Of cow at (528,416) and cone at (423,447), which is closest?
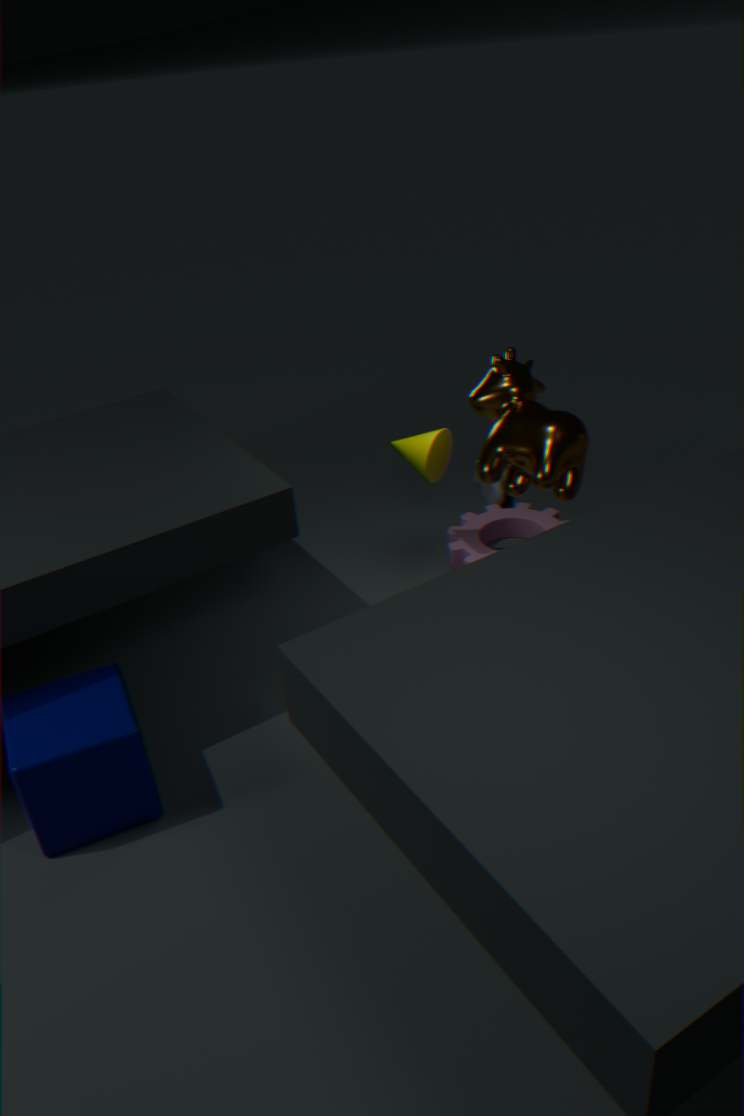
cow at (528,416)
